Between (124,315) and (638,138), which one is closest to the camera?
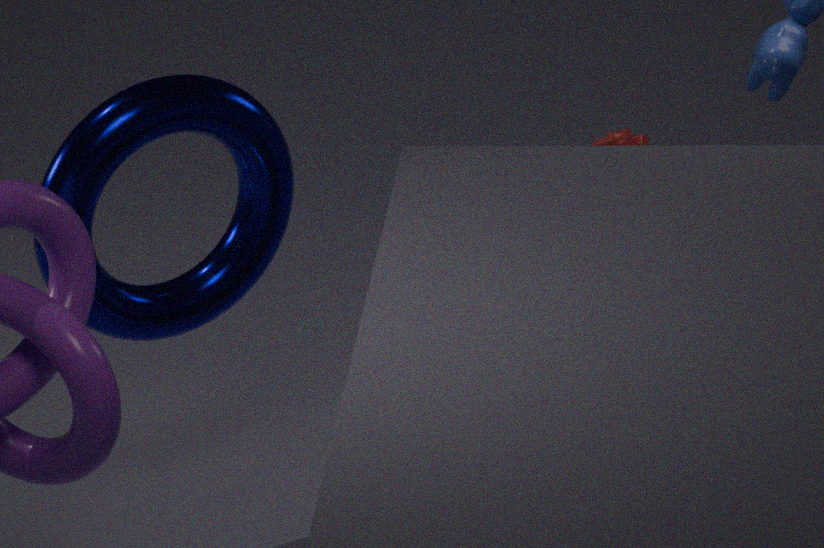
(124,315)
